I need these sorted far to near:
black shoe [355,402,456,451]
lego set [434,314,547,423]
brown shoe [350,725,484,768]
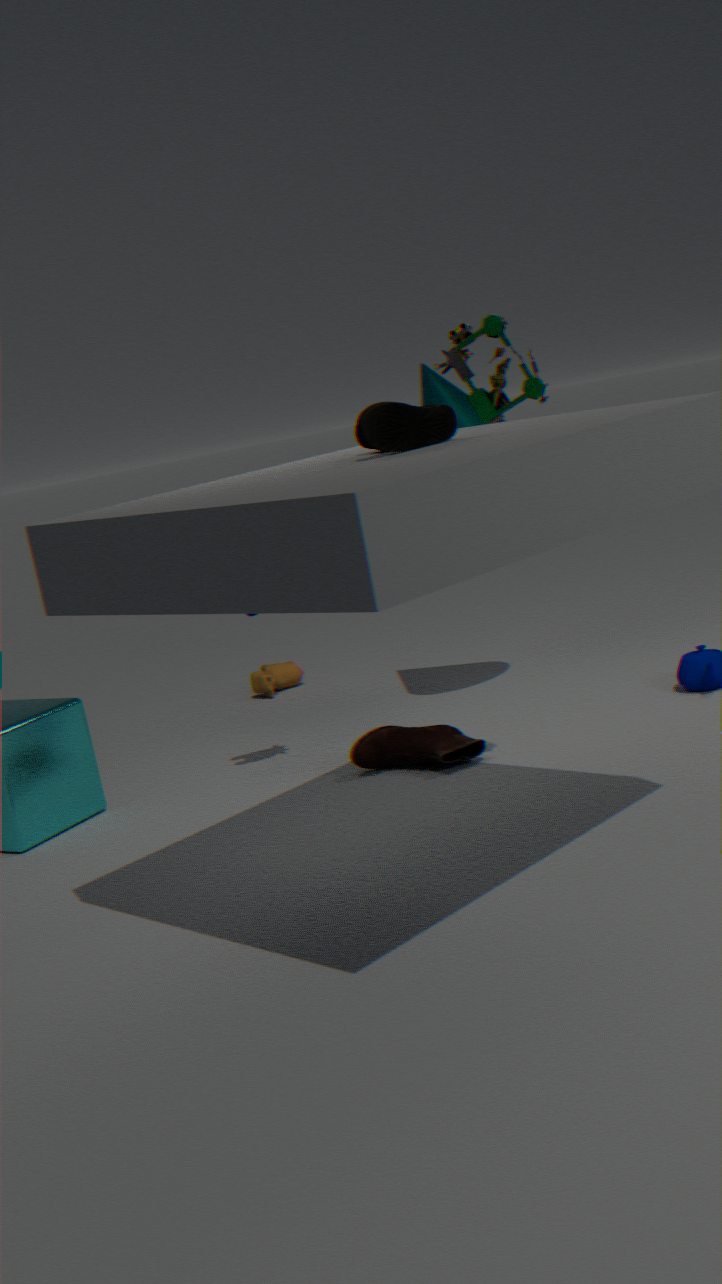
brown shoe [350,725,484,768] → lego set [434,314,547,423] → black shoe [355,402,456,451]
